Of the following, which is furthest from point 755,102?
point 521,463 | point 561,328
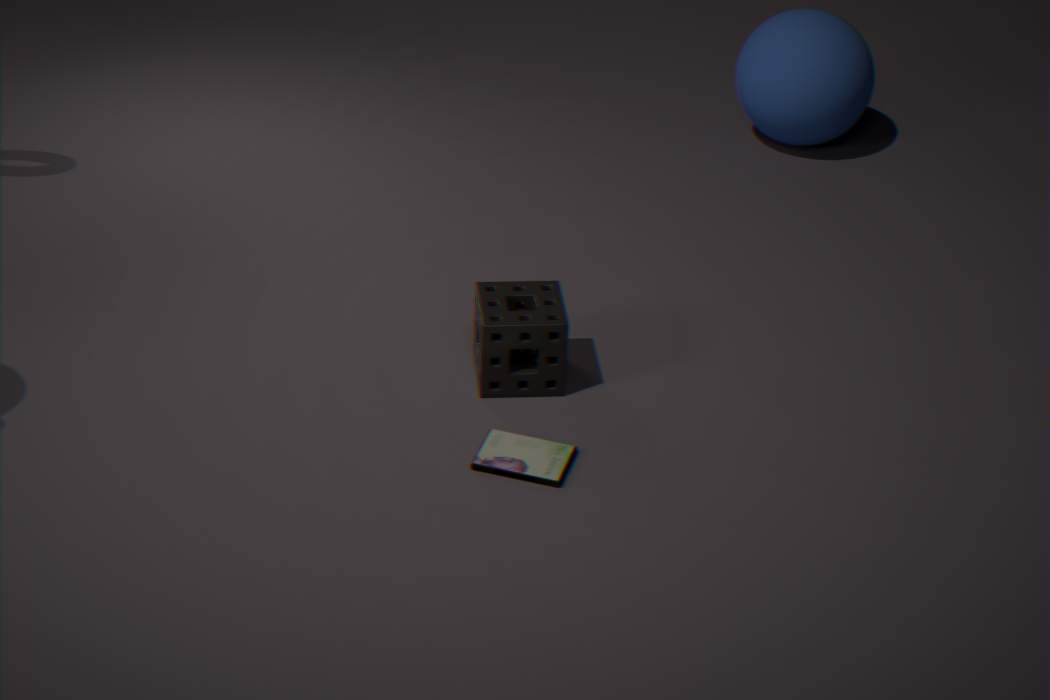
point 521,463
